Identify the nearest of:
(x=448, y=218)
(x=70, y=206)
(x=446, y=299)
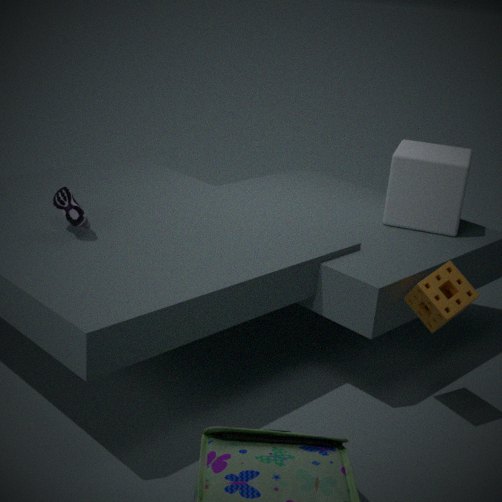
(x=446, y=299)
